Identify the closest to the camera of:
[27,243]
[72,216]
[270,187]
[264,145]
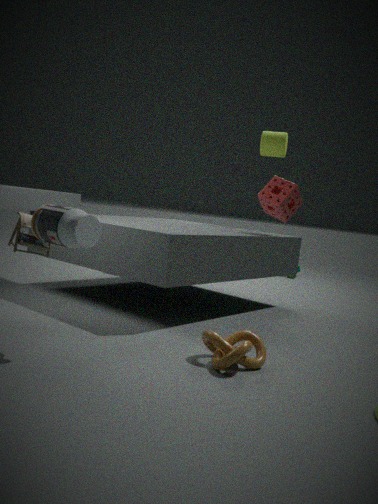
[72,216]
